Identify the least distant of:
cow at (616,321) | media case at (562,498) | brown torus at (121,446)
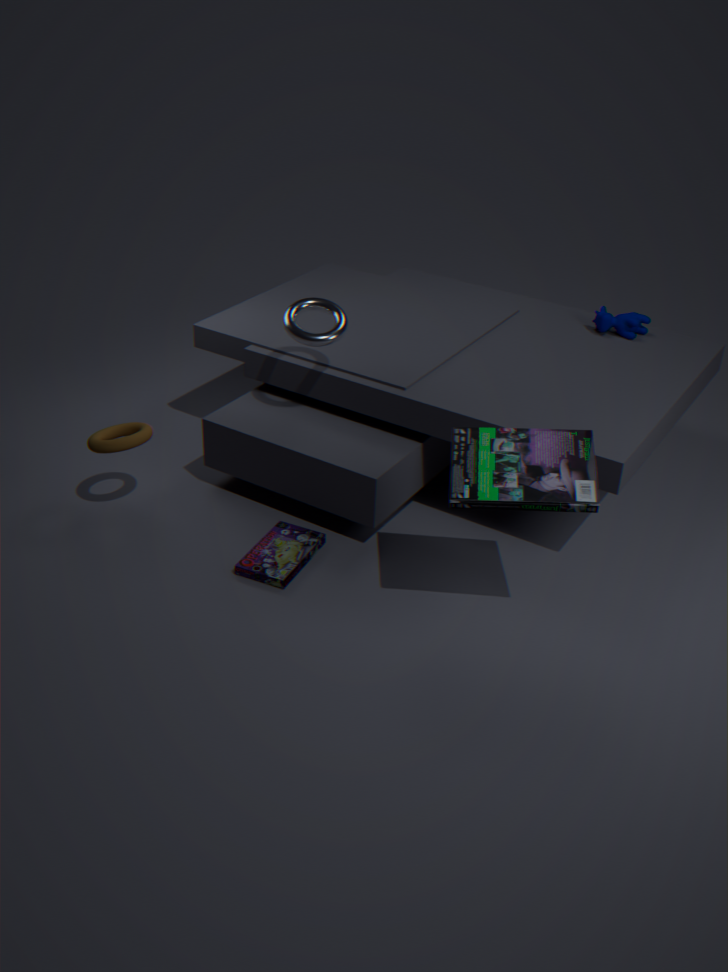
media case at (562,498)
